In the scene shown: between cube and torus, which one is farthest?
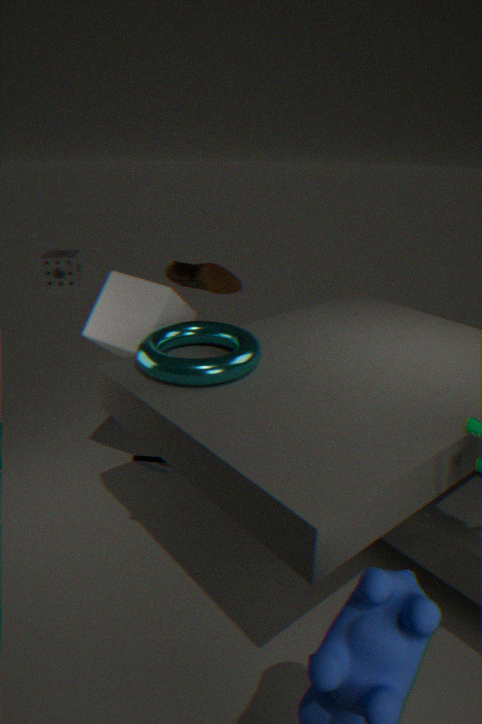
cube
